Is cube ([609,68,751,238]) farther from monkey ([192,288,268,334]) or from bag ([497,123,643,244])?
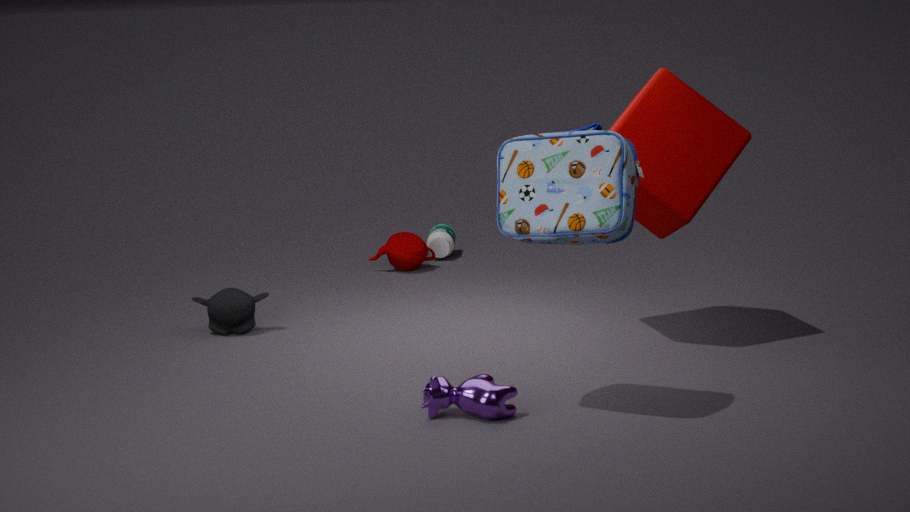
monkey ([192,288,268,334])
